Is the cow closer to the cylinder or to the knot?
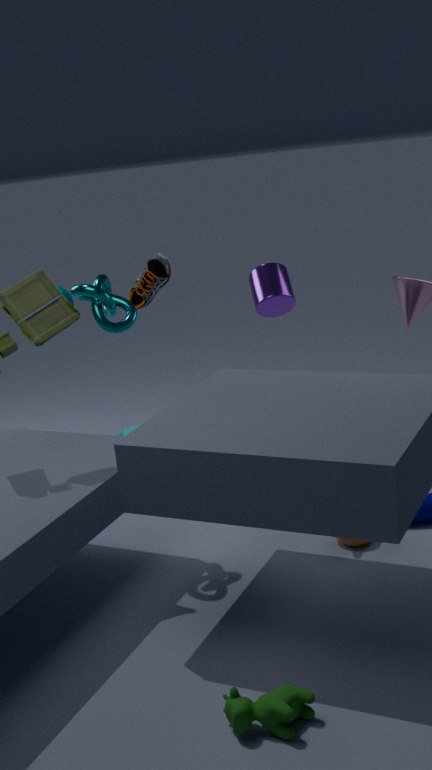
the knot
